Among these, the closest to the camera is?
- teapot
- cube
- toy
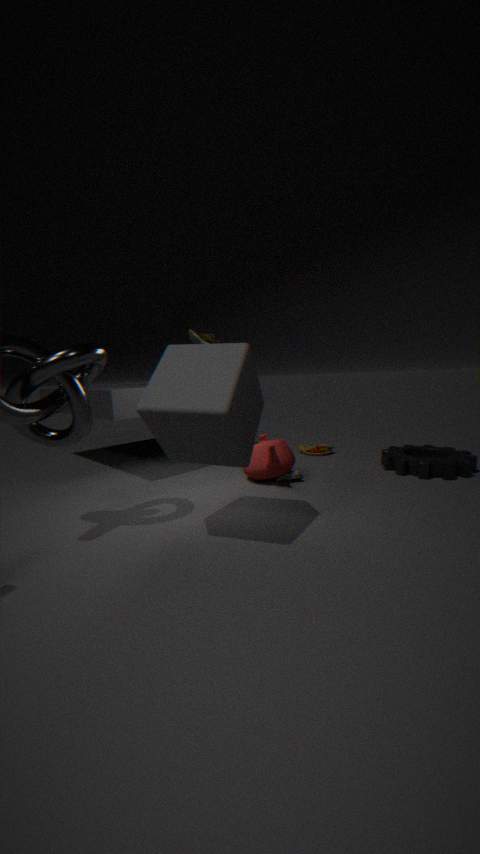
cube
